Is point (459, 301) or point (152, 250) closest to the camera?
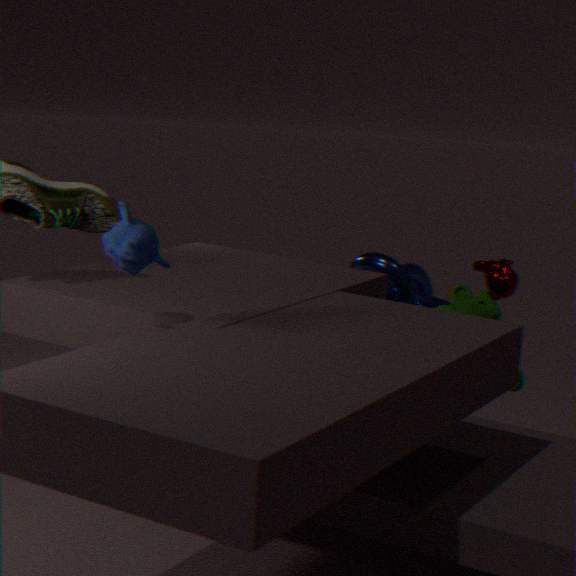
point (152, 250)
